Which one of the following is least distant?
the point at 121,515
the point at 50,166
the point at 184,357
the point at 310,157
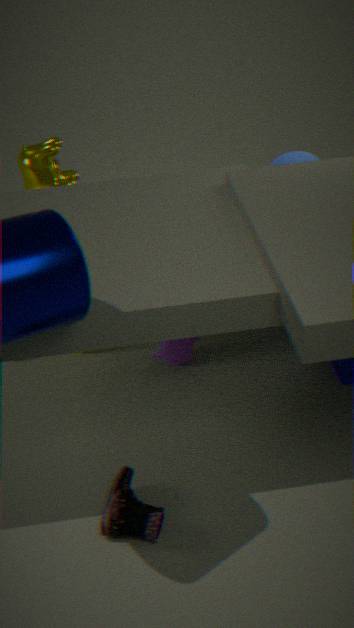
the point at 121,515
